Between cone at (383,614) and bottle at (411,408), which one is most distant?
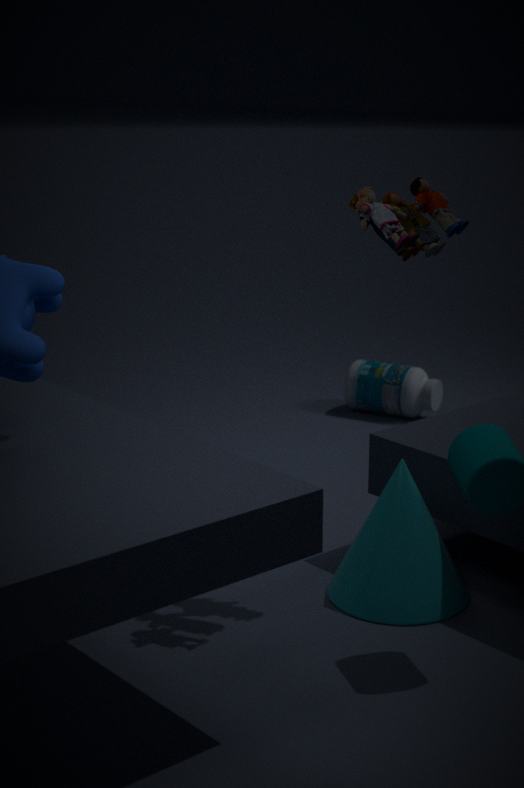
bottle at (411,408)
